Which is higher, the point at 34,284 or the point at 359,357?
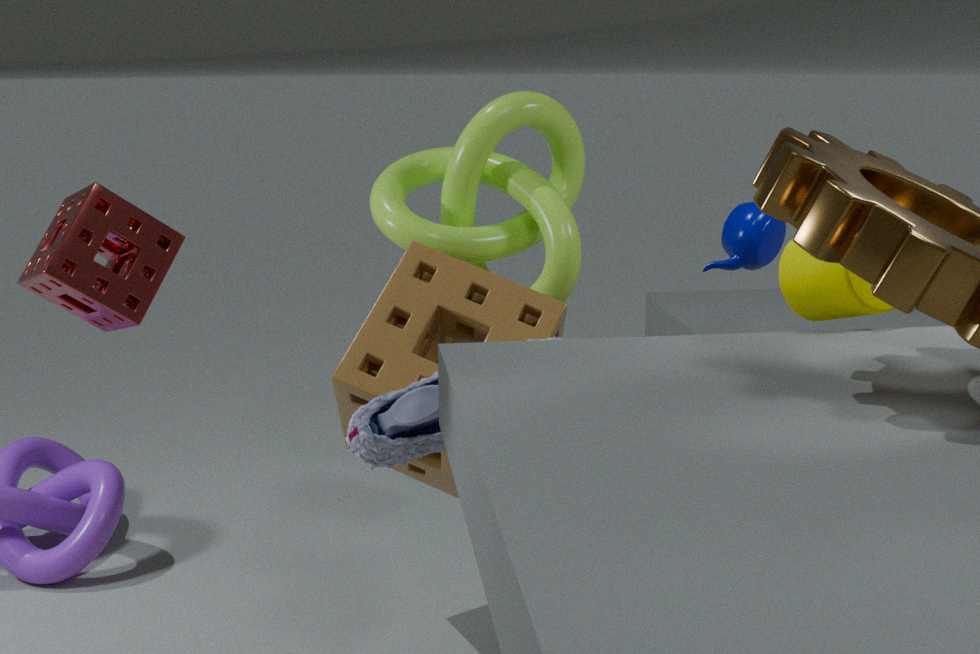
the point at 34,284
